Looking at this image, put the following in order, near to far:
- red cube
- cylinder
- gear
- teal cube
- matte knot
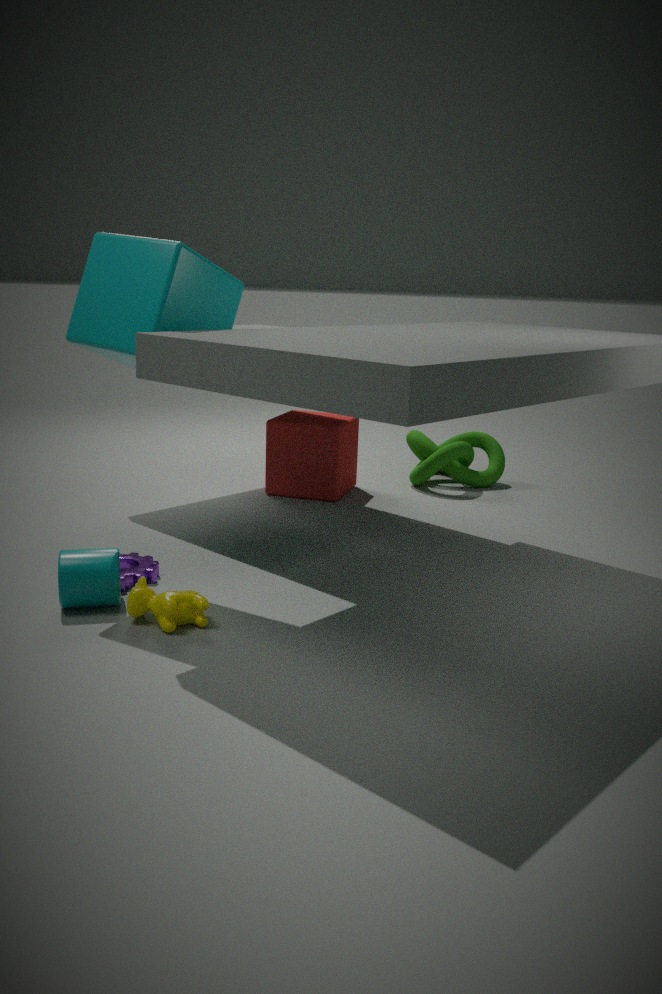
teal cube
cylinder
gear
red cube
matte knot
